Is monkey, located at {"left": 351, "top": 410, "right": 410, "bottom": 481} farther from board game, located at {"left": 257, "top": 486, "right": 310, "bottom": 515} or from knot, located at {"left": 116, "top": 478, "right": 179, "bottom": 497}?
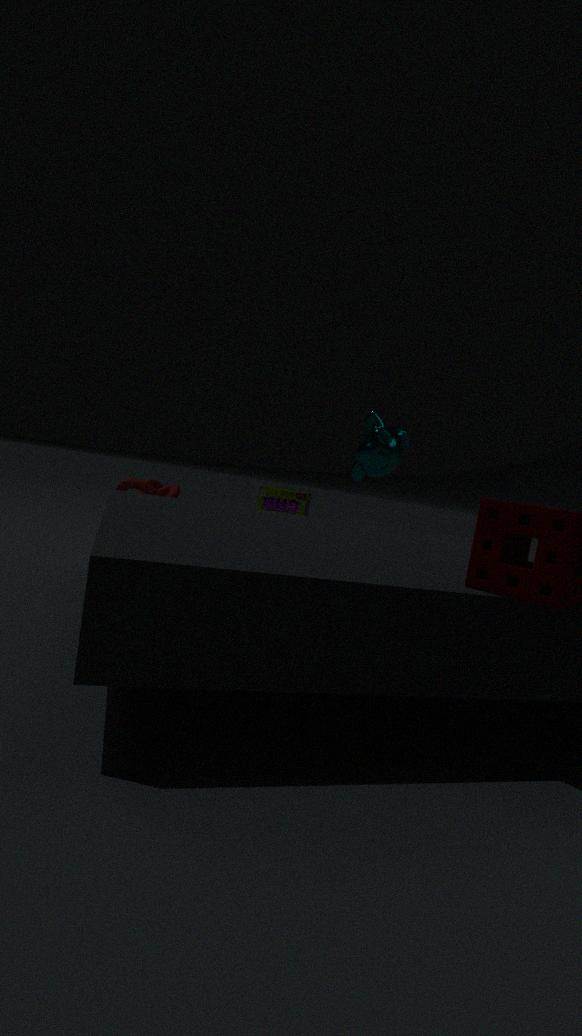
knot, located at {"left": 116, "top": 478, "right": 179, "bottom": 497}
